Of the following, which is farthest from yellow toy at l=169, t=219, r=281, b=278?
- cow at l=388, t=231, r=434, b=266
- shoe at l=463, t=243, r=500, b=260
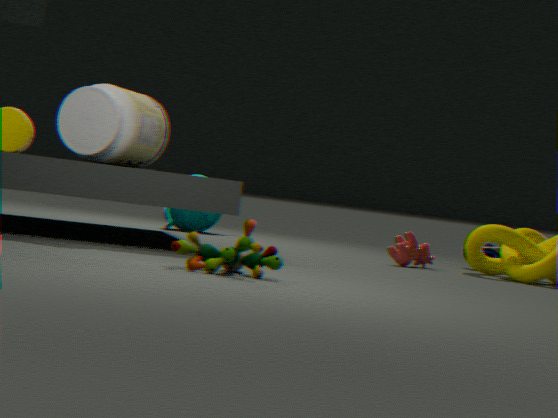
shoe at l=463, t=243, r=500, b=260
